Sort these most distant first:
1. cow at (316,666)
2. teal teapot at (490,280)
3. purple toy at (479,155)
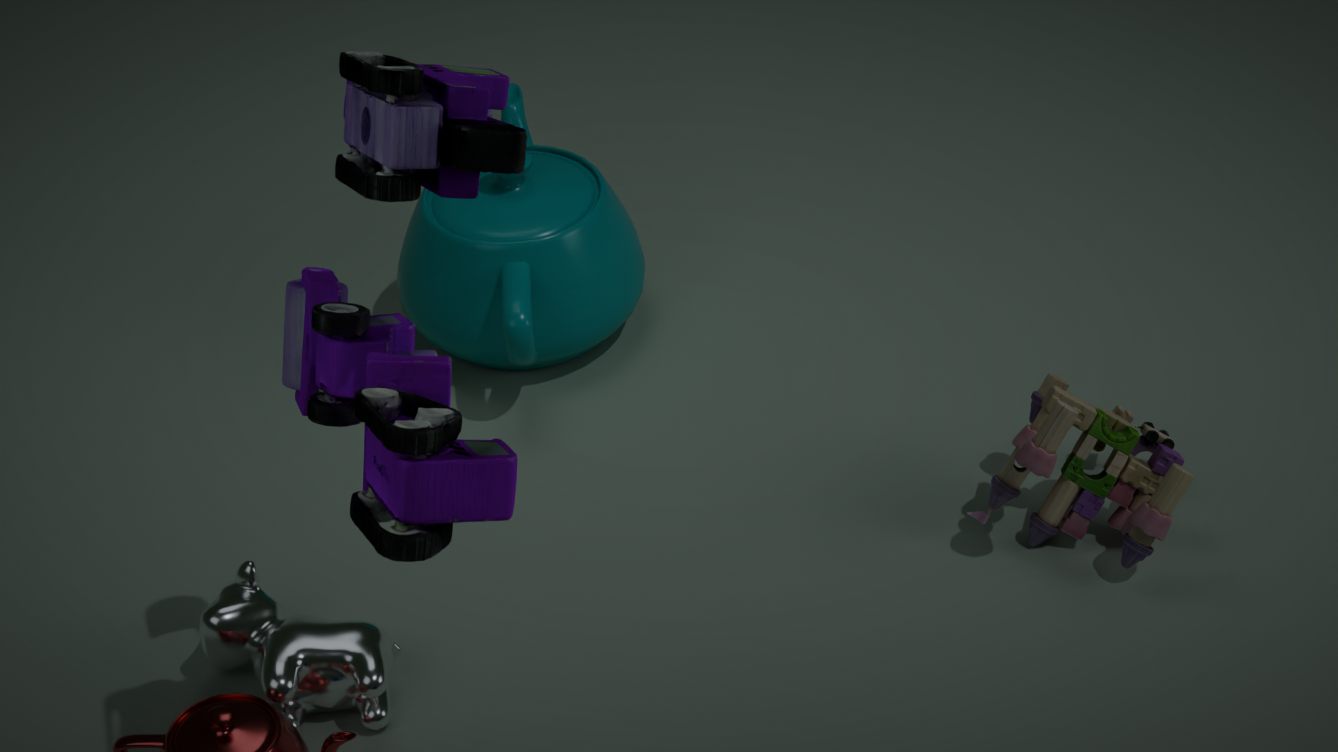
teal teapot at (490,280) → cow at (316,666) → purple toy at (479,155)
